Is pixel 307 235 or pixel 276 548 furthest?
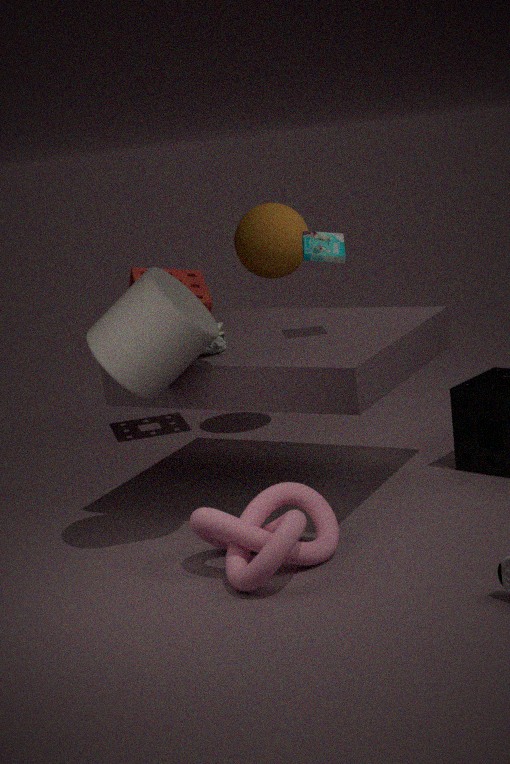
pixel 307 235
